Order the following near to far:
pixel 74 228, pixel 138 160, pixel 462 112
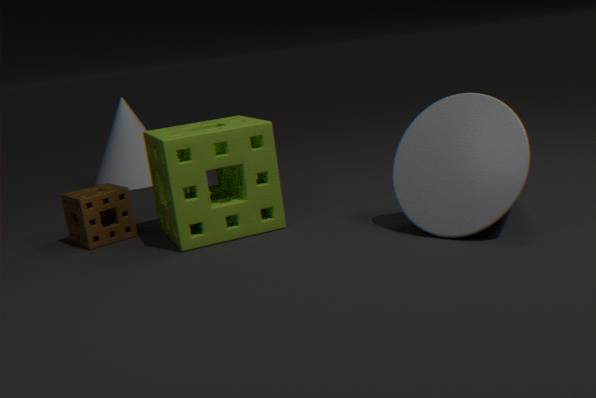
pixel 462 112 → pixel 74 228 → pixel 138 160
